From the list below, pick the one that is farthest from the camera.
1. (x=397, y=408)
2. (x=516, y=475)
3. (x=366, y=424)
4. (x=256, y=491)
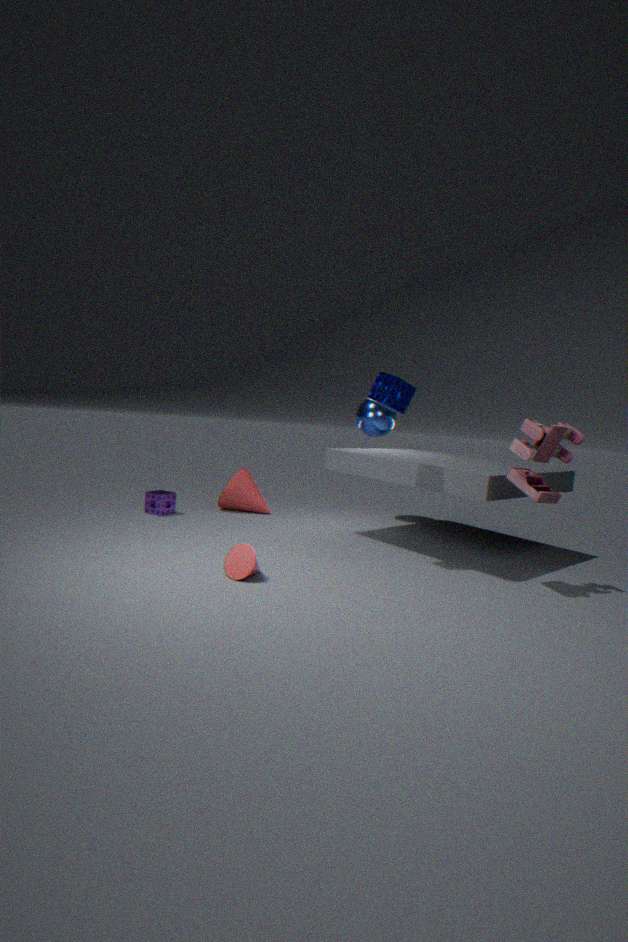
(x=256, y=491)
